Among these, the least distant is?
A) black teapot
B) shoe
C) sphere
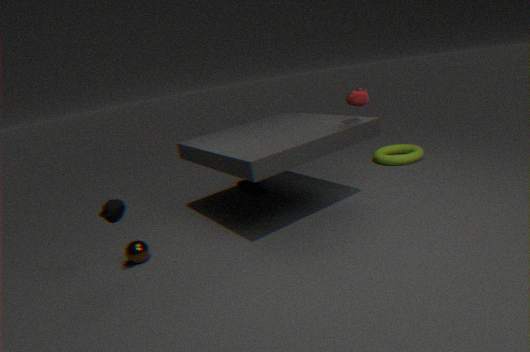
black teapot
